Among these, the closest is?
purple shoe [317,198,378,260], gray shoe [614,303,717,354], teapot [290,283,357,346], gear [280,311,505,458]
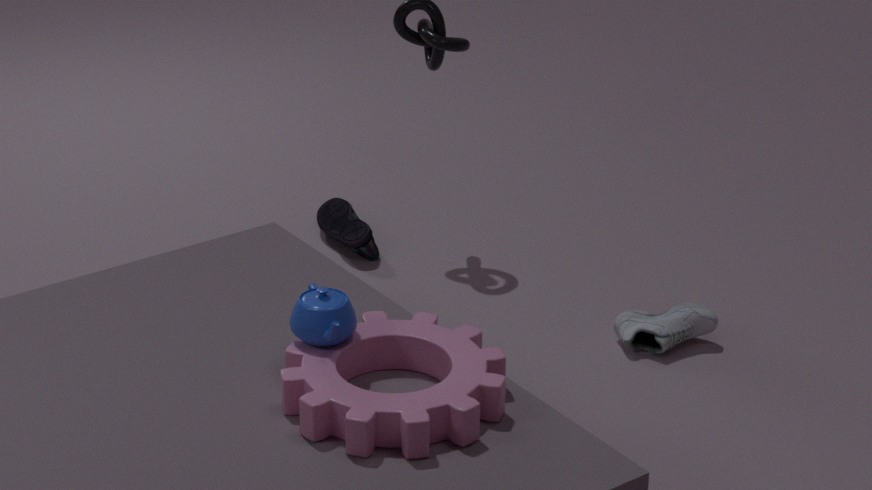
gear [280,311,505,458]
